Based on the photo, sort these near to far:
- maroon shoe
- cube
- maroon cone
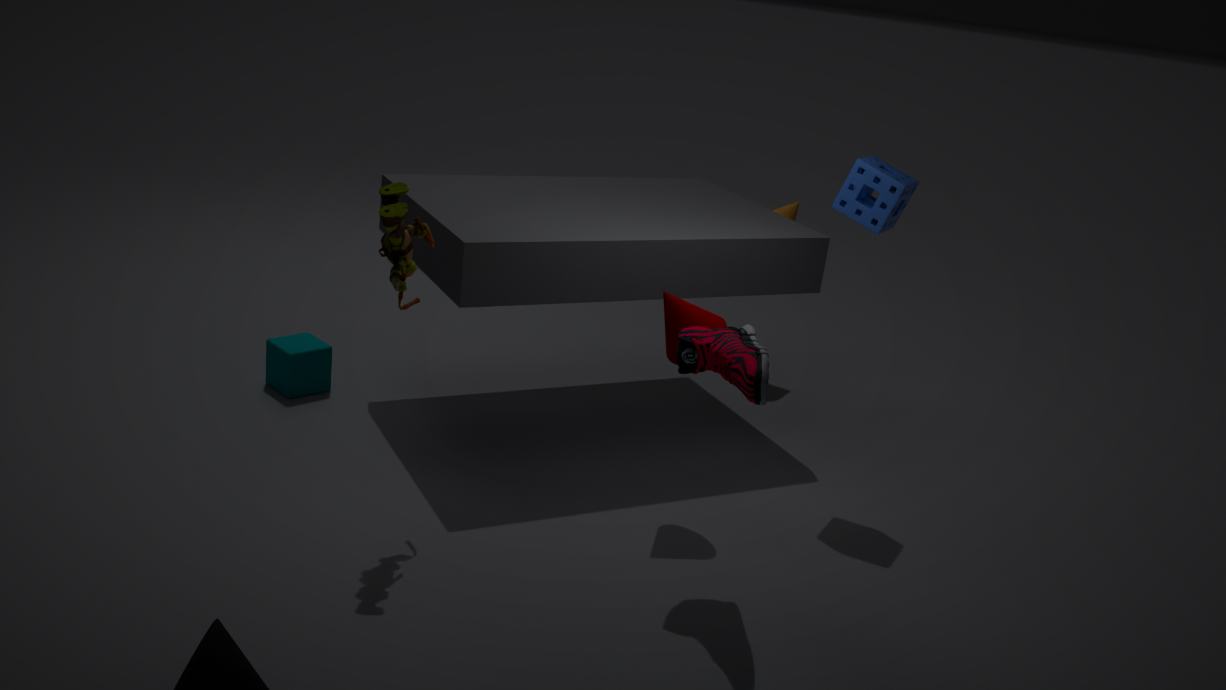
maroon shoe < maroon cone < cube
